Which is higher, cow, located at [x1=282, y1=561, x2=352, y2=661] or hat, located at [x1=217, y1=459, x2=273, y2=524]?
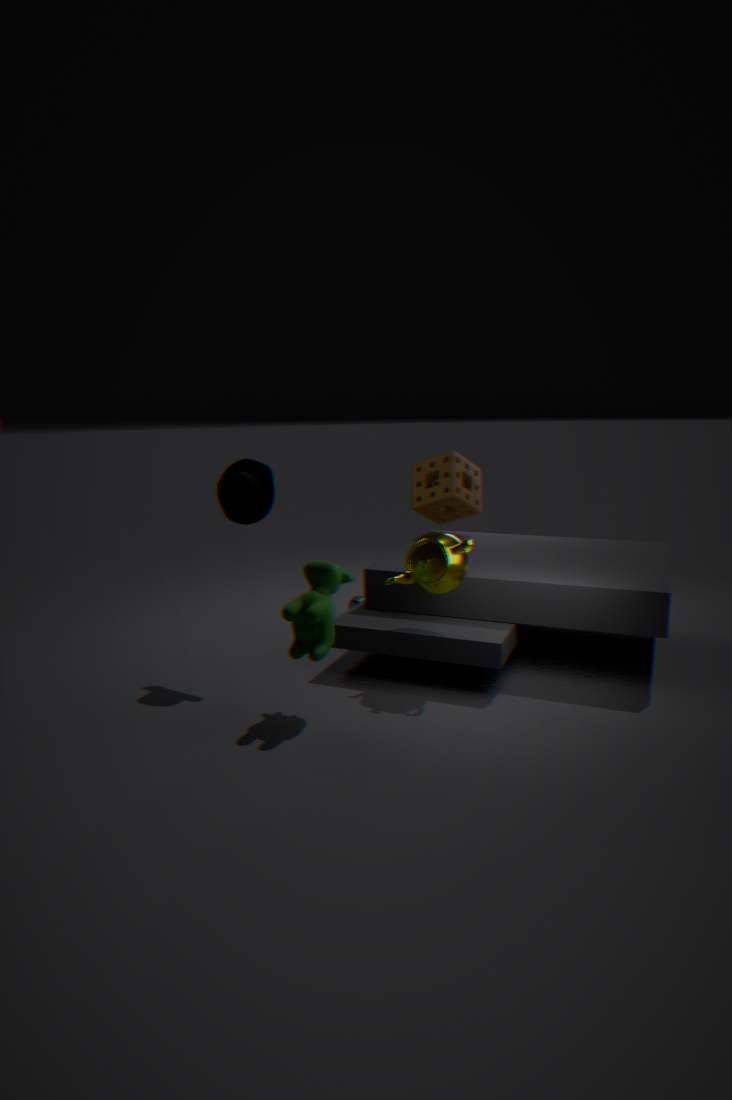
hat, located at [x1=217, y1=459, x2=273, y2=524]
